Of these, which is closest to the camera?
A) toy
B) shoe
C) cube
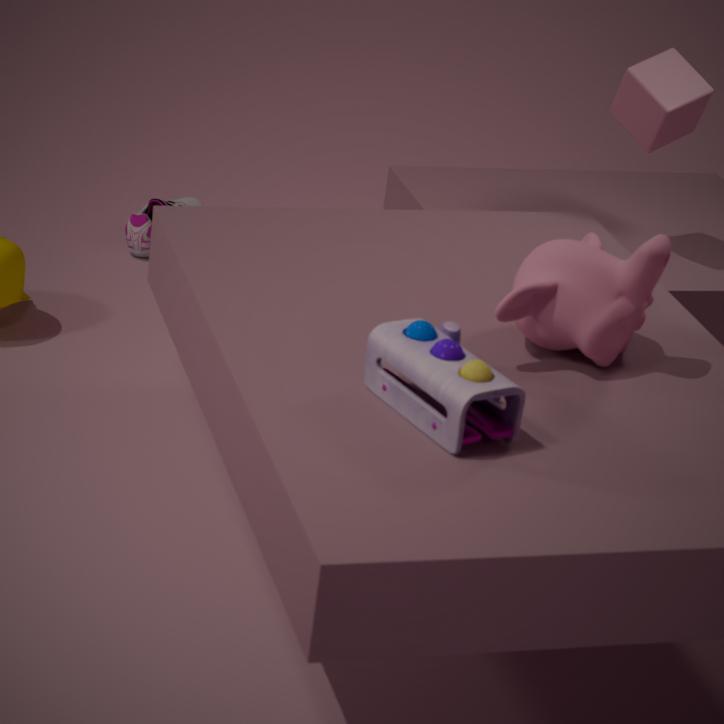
toy
